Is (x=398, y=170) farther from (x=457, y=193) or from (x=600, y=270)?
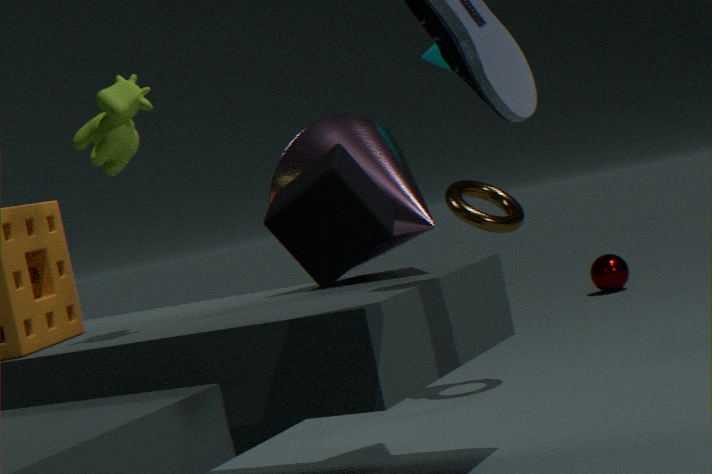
(x=600, y=270)
